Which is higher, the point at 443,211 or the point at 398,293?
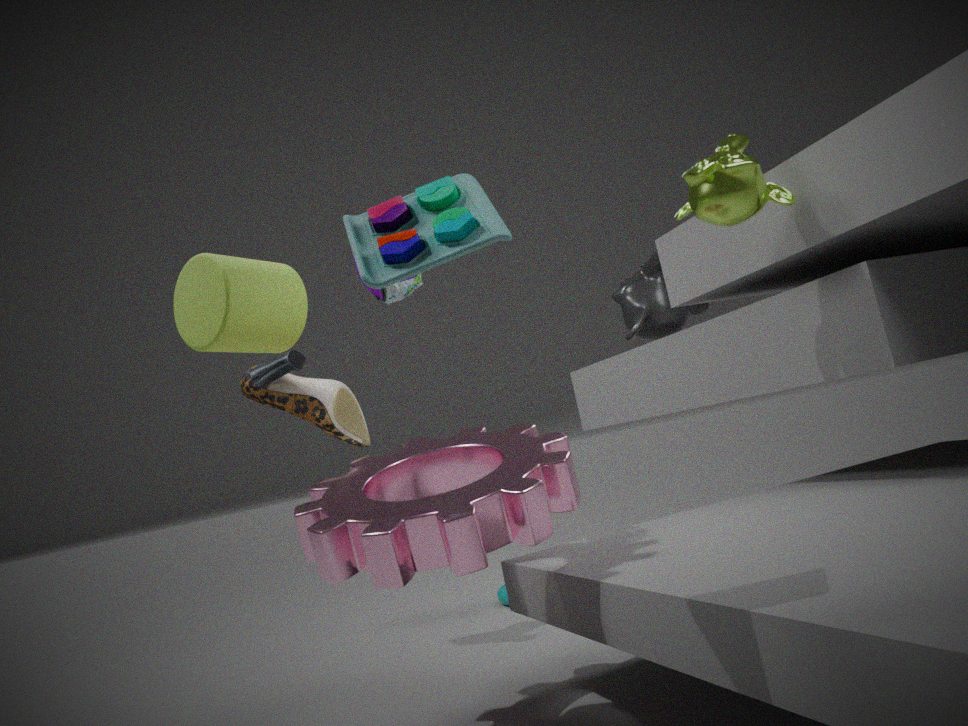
the point at 398,293
